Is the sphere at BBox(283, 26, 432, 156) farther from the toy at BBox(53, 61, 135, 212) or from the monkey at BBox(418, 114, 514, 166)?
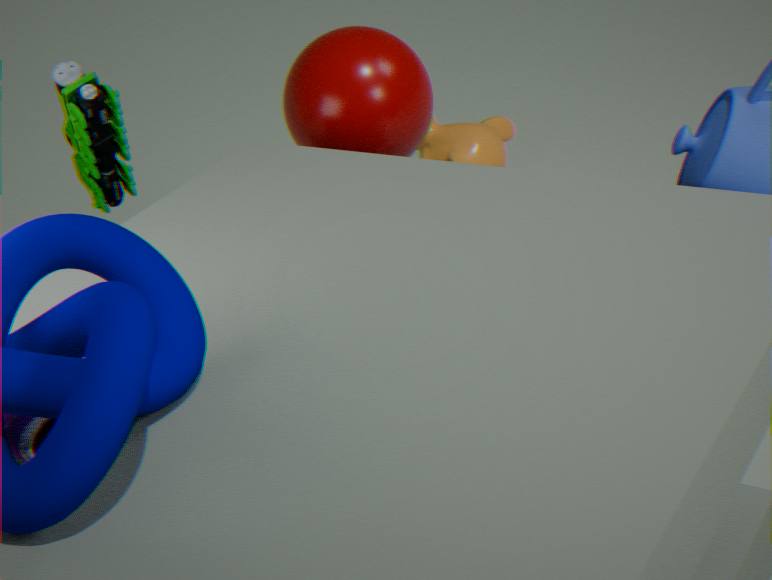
the monkey at BBox(418, 114, 514, 166)
